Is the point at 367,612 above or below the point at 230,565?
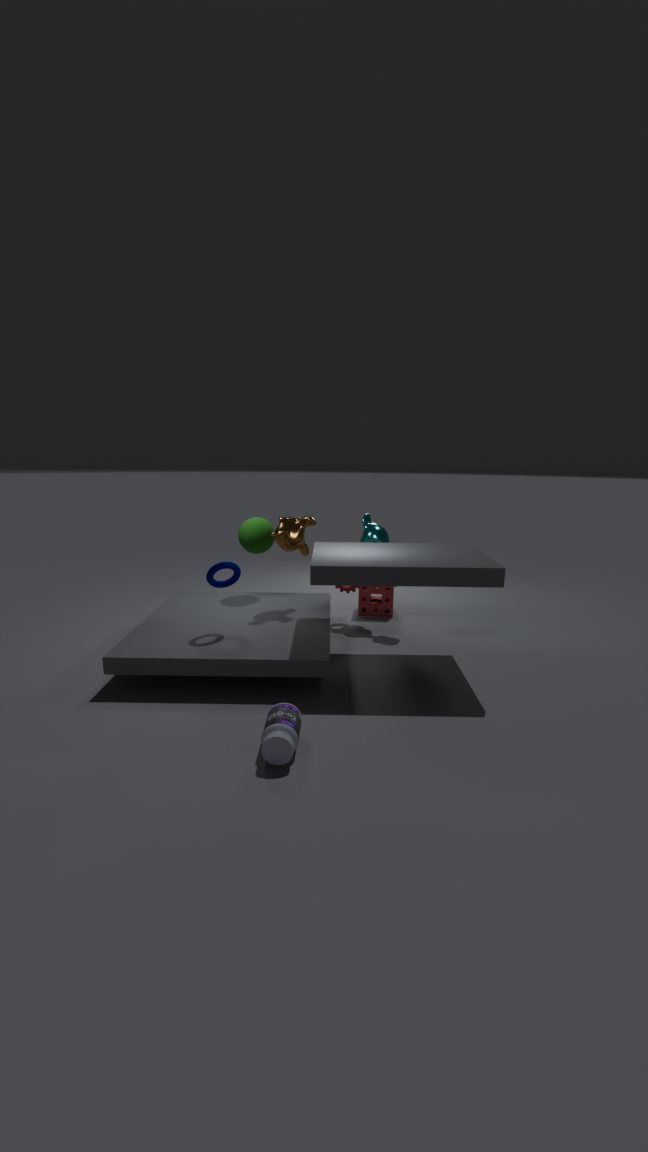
below
